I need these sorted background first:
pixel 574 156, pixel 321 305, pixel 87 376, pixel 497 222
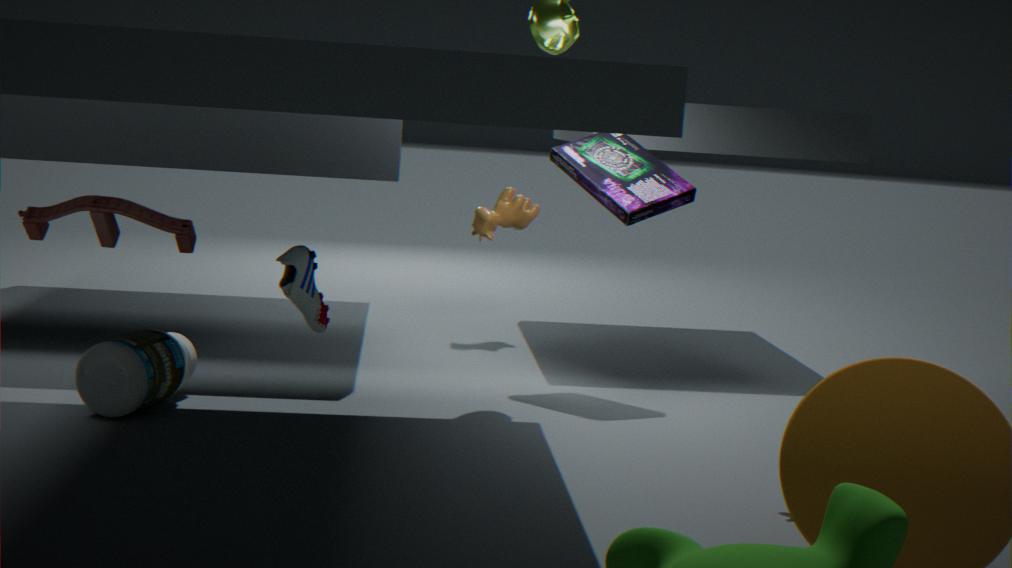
pixel 497 222 < pixel 574 156 < pixel 87 376 < pixel 321 305
